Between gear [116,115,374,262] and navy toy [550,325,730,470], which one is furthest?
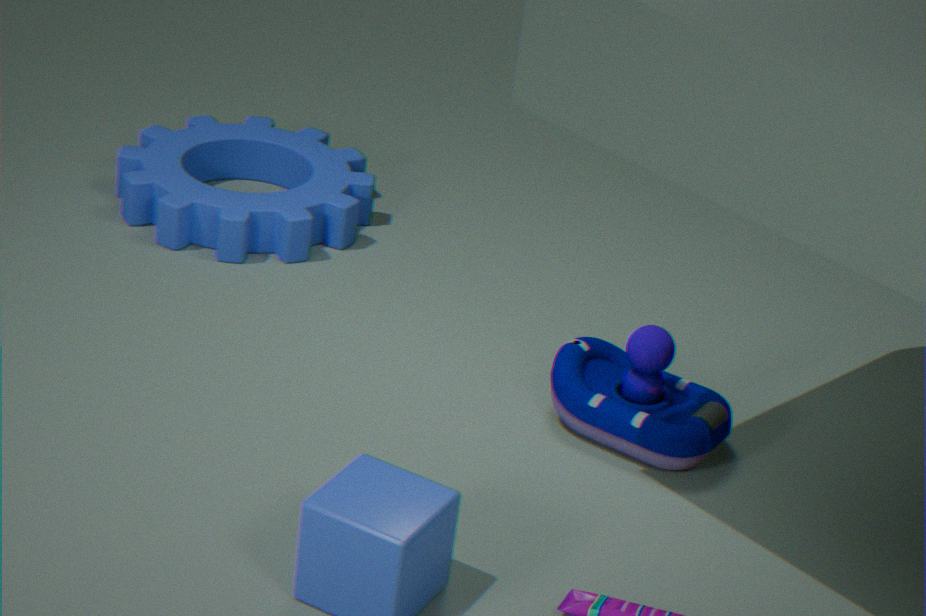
gear [116,115,374,262]
